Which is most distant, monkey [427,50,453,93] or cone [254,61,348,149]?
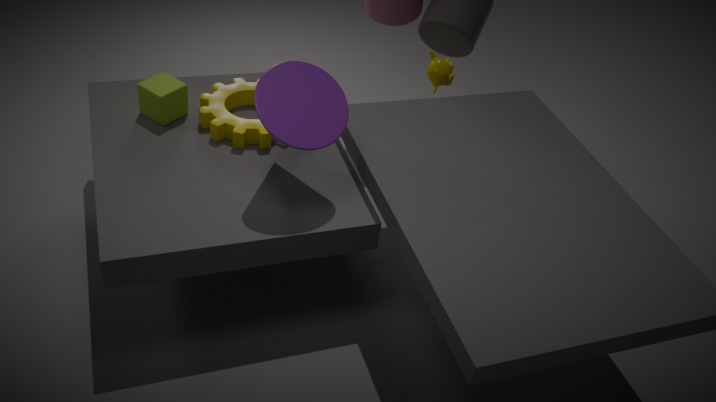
monkey [427,50,453,93]
